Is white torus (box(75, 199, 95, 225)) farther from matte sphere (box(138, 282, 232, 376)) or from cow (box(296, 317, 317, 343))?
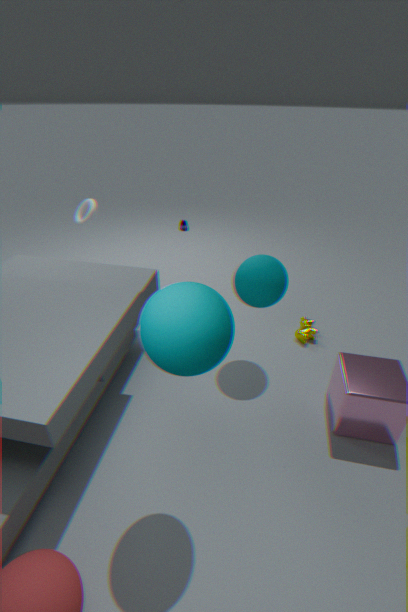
cow (box(296, 317, 317, 343))
